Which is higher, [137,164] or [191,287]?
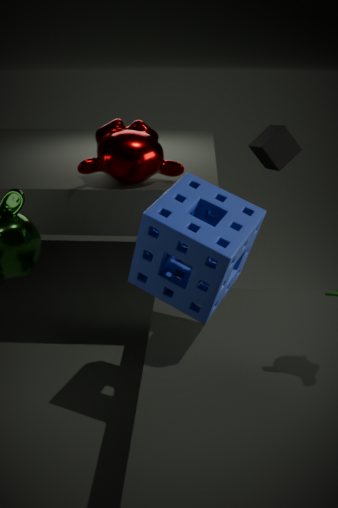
[137,164]
